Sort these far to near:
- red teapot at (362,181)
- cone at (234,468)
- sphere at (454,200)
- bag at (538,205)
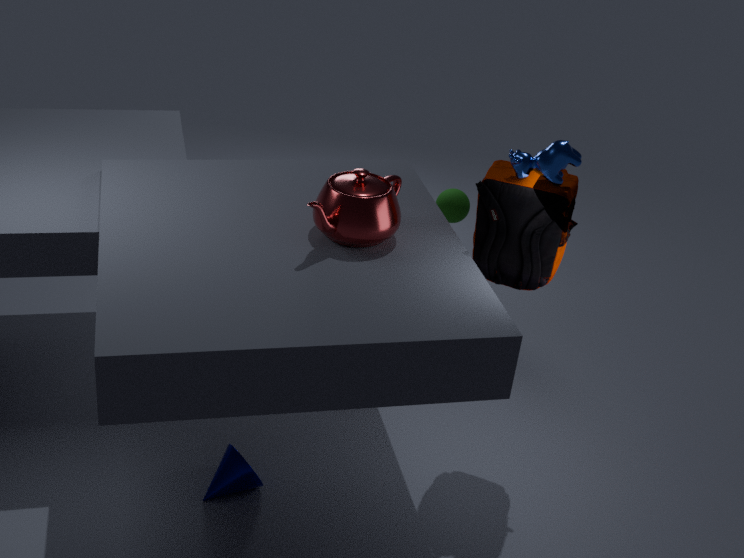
sphere at (454,200) < cone at (234,468) < bag at (538,205) < red teapot at (362,181)
